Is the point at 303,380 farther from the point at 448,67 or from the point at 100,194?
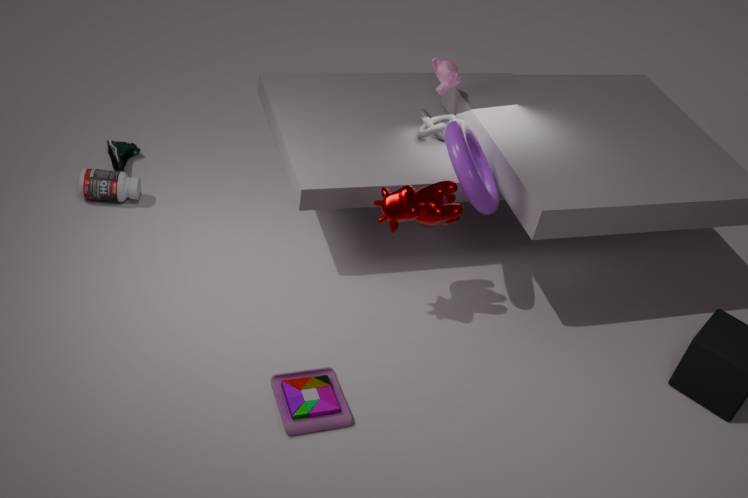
the point at 448,67
